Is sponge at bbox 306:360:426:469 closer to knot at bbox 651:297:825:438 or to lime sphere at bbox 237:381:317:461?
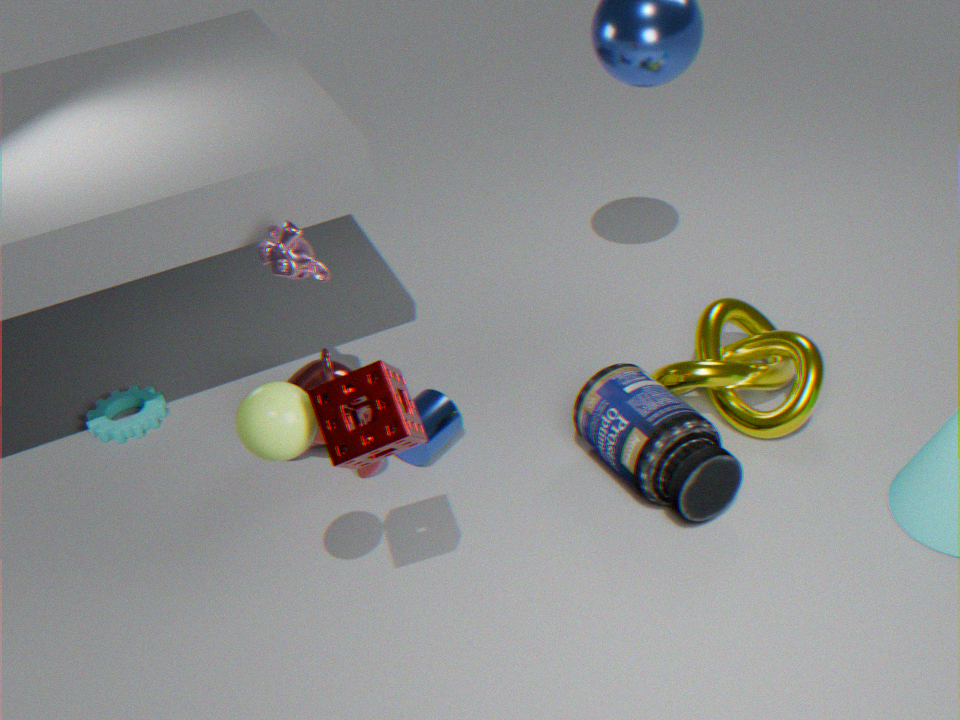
lime sphere at bbox 237:381:317:461
